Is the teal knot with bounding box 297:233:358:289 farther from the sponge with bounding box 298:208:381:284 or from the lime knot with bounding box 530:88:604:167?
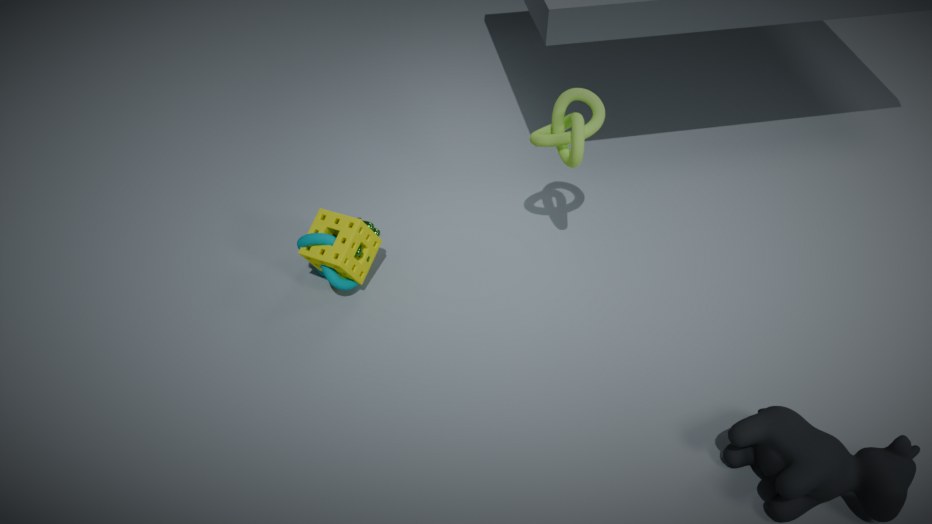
the lime knot with bounding box 530:88:604:167
